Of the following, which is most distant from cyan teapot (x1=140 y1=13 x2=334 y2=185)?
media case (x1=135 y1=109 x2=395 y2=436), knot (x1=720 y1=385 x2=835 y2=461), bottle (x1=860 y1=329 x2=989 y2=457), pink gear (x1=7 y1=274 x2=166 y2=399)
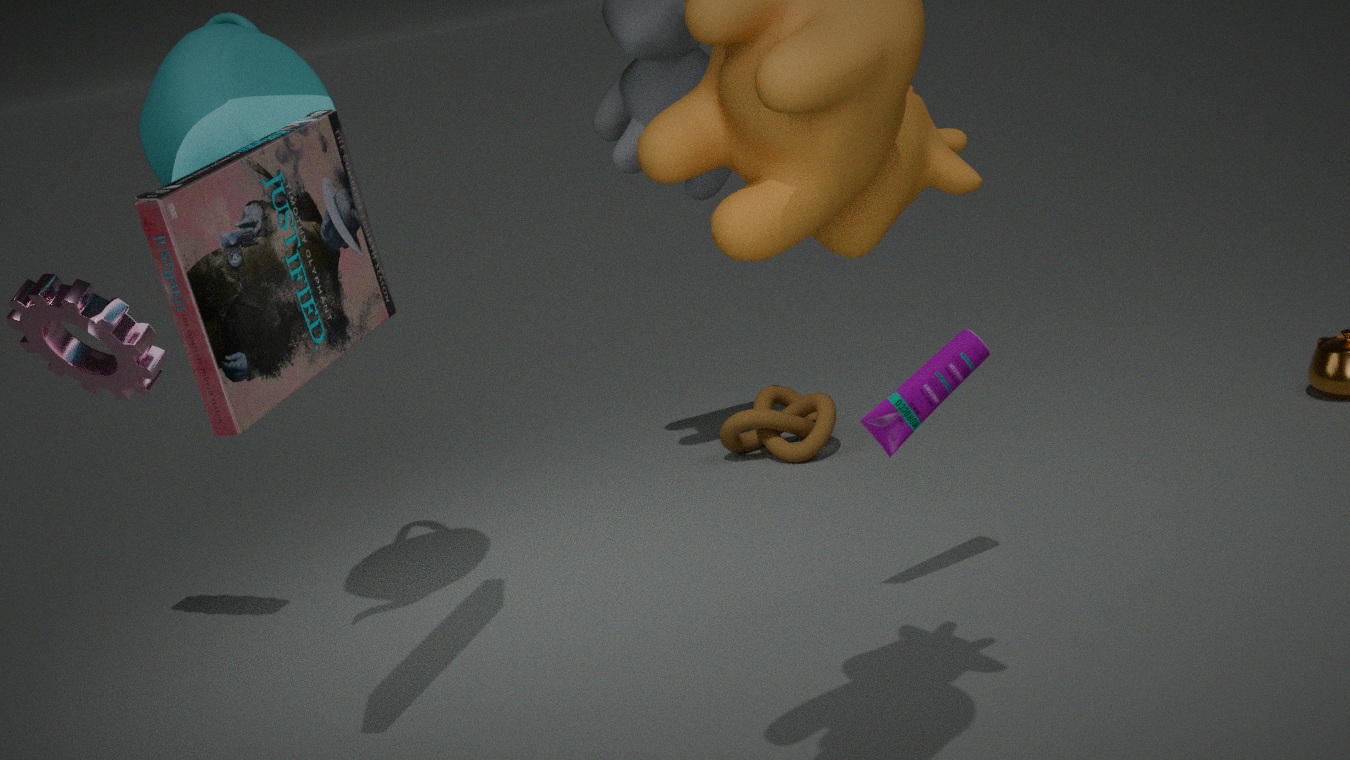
knot (x1=720 y1=385 x2=835 y2=461)
